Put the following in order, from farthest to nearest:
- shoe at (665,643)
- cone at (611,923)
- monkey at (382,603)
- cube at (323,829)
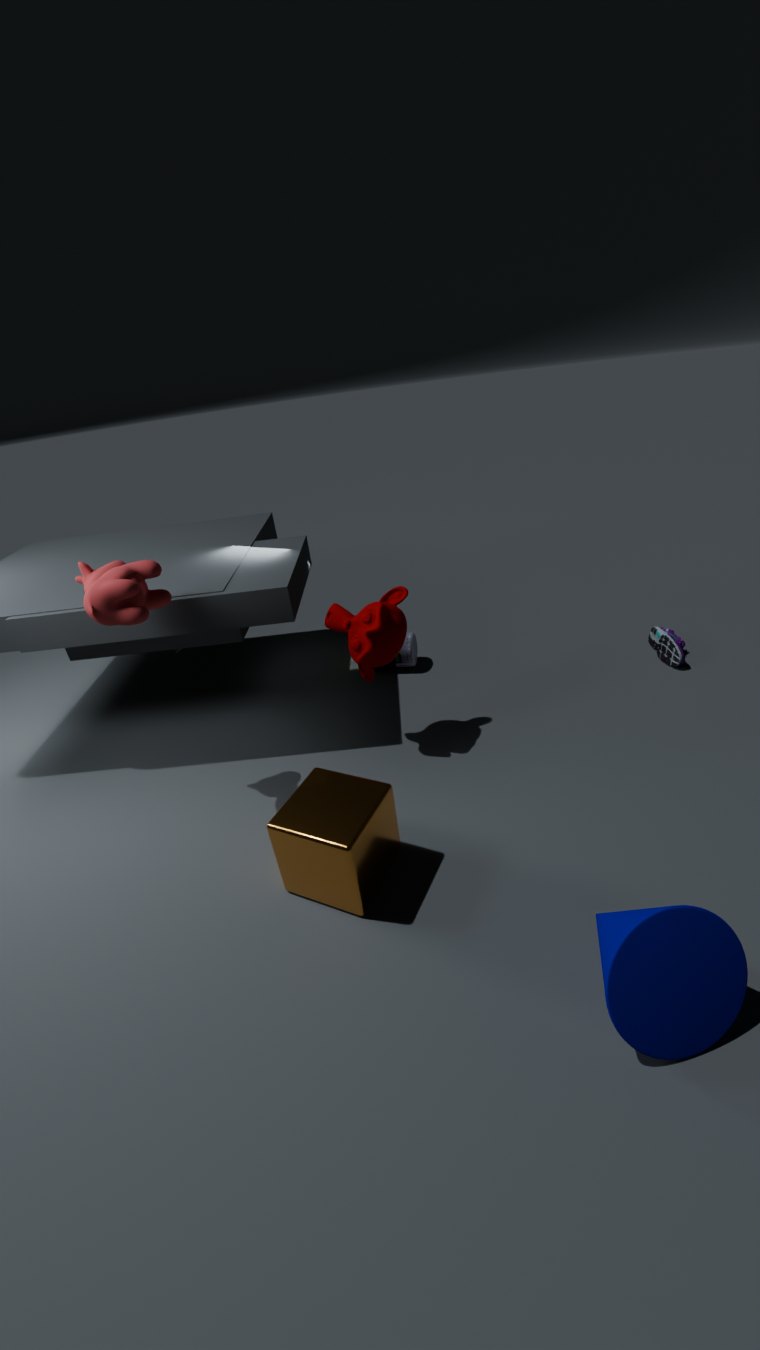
shoe at (665,643)
monkey at (382,603)
cube at (323,829)
cone at (611,923)
